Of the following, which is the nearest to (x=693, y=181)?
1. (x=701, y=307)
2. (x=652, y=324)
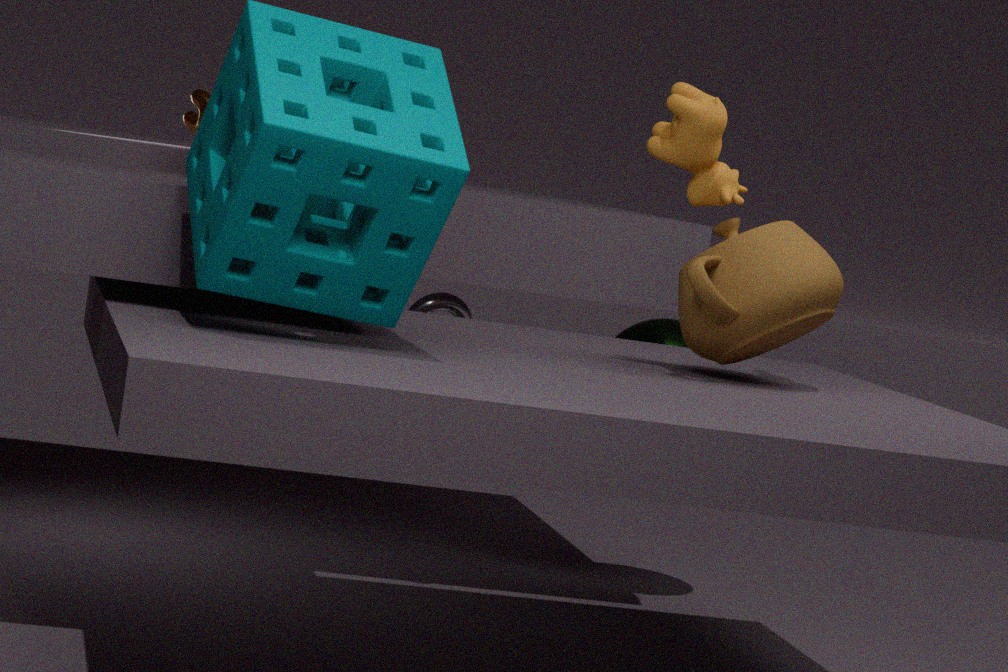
(x=701, y=307)
